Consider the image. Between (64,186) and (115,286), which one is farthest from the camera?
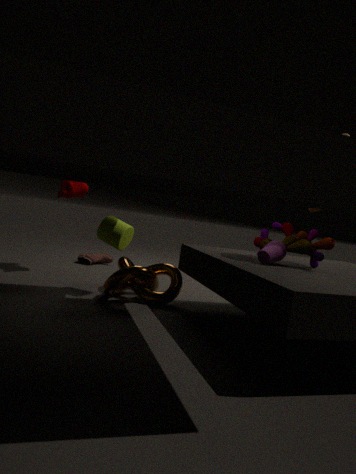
(64,186)
